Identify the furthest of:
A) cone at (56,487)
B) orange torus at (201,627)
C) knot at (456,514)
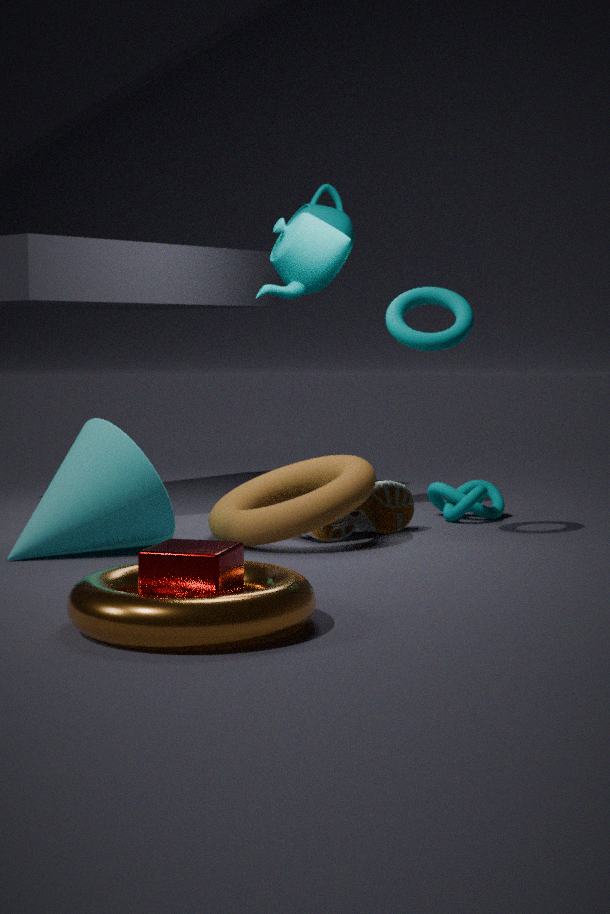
knot at (456,514)
